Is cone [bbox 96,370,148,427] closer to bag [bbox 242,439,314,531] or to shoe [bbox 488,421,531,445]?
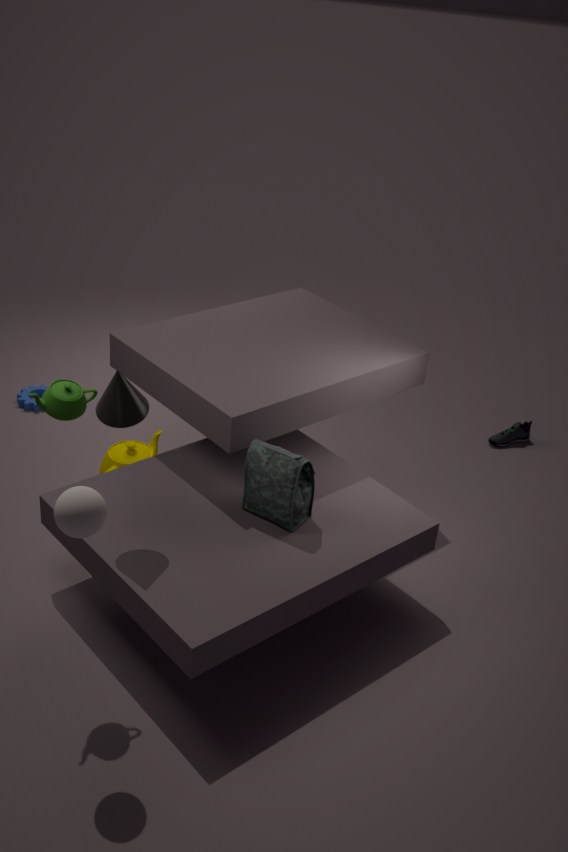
bag [bbox 242,439,314,531]
